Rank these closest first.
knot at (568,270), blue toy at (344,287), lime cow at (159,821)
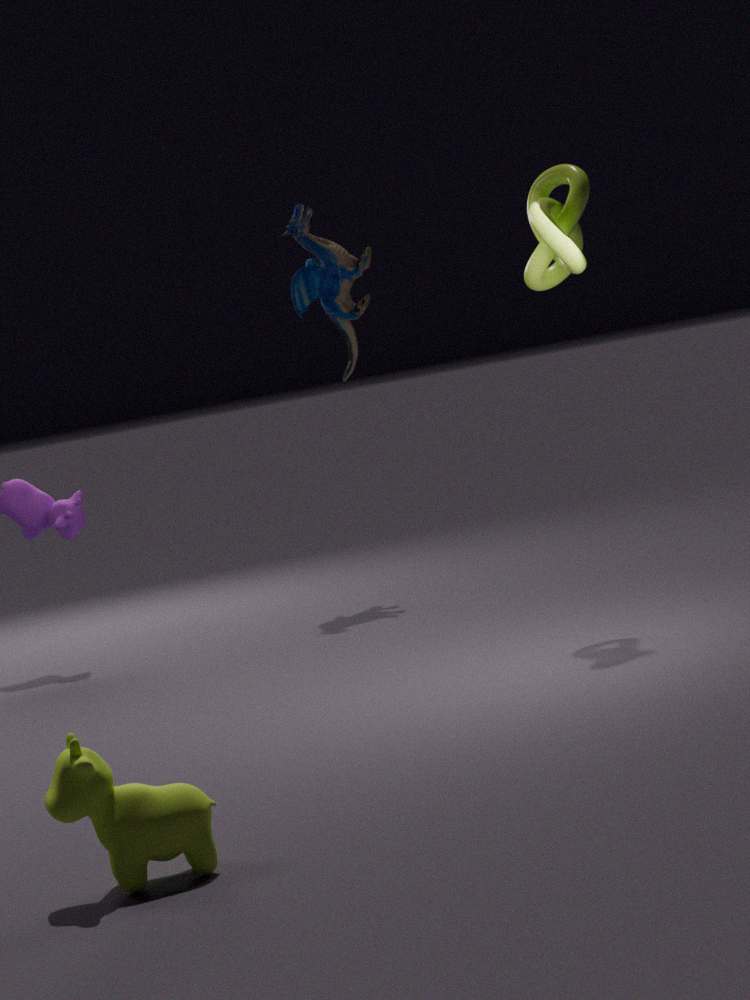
lime cow at (159,821) → knot at (568,270) → blue toy at (344,287)
